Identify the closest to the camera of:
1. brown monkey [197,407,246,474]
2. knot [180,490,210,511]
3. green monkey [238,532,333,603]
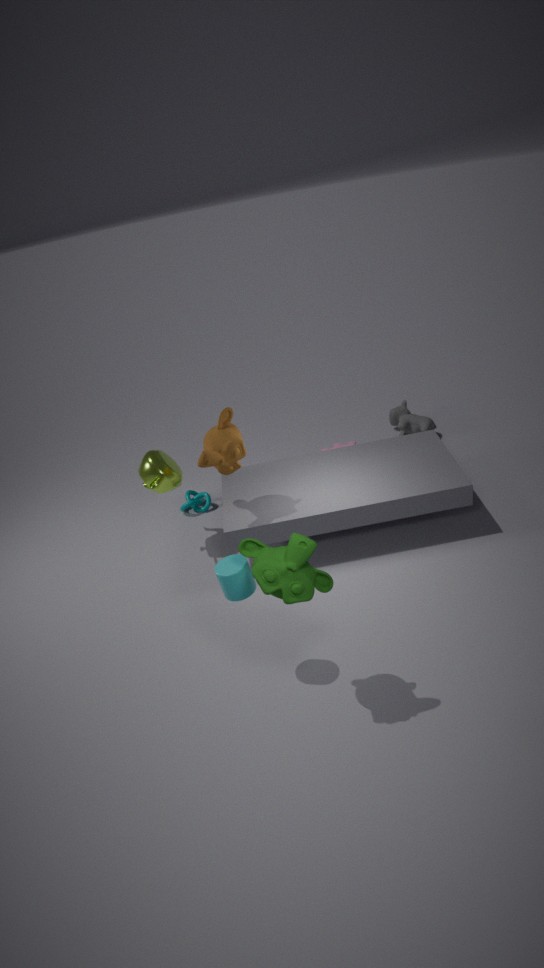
green monkey [238,532,333,603]
